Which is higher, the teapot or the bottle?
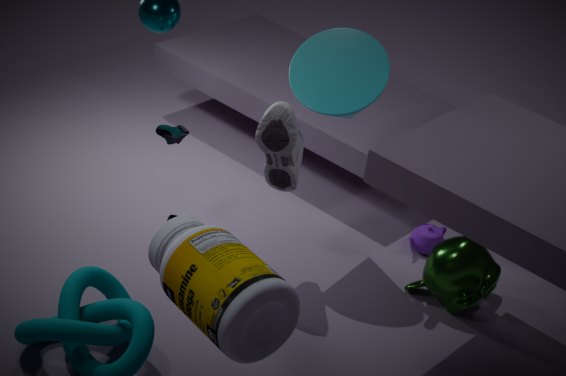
the bottle
